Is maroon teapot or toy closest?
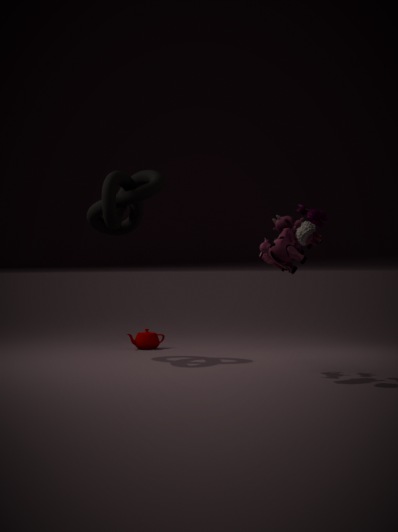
toy
